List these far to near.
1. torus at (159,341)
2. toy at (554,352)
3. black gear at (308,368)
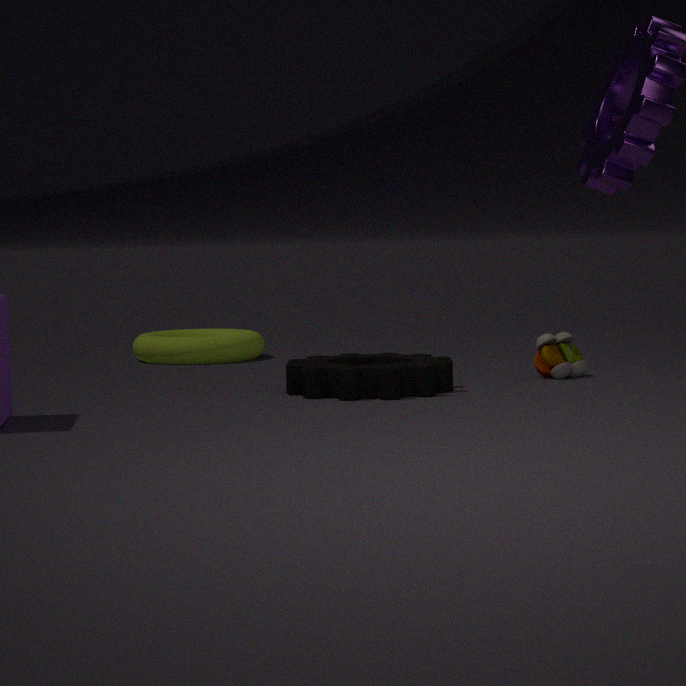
1. torus at (159,341)
2. toy at (554,352)
3. black gear at (308,368)
